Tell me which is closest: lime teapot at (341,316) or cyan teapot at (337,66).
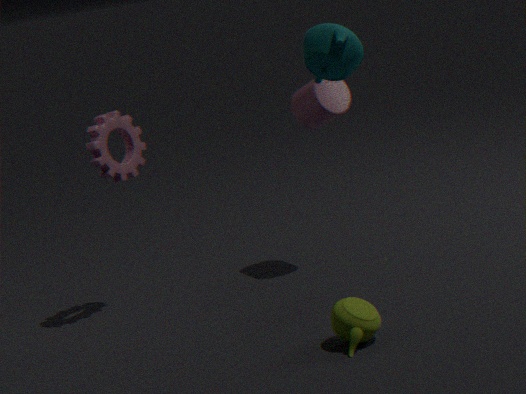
cyan teapot at (337,66)
